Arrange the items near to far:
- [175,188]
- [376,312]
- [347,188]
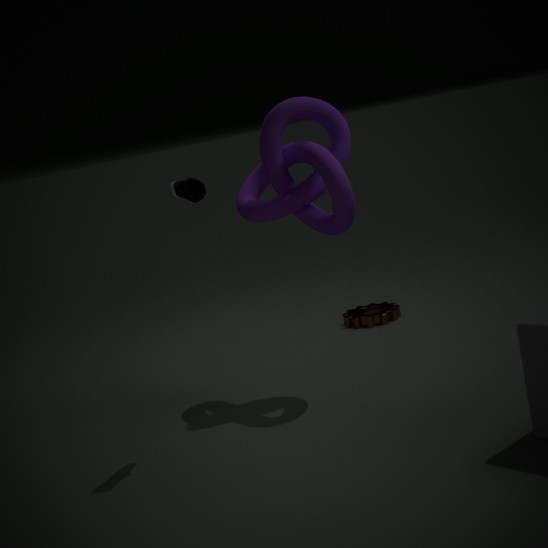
[175,188], [347,188], [376,312]
